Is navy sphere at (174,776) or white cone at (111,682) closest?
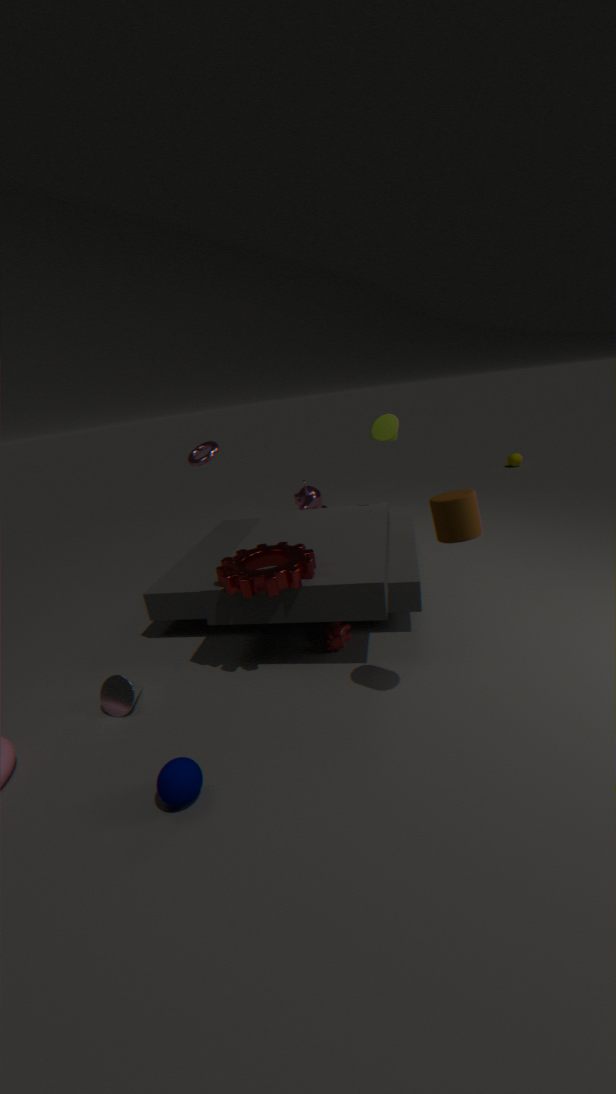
navy sphere at (174,776)
